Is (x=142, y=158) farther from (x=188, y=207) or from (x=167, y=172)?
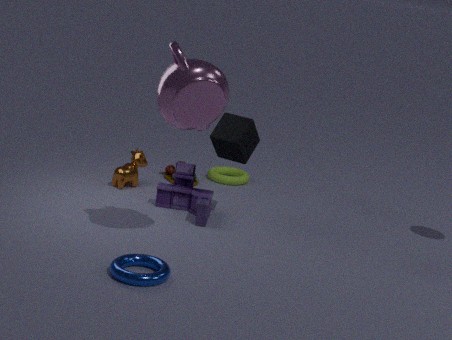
(x=188, y=207)
